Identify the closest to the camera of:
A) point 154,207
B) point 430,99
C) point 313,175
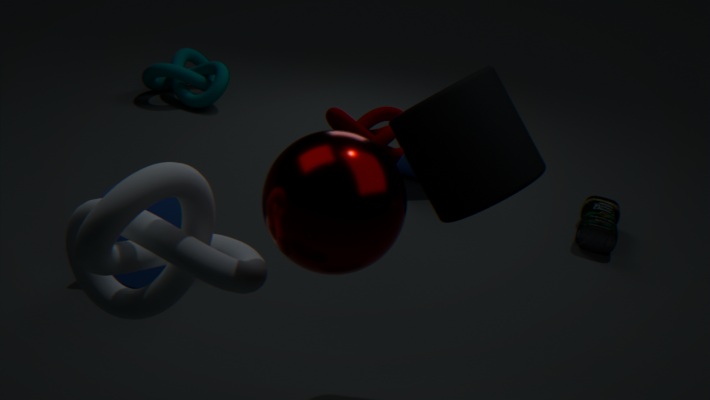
point 313,175
